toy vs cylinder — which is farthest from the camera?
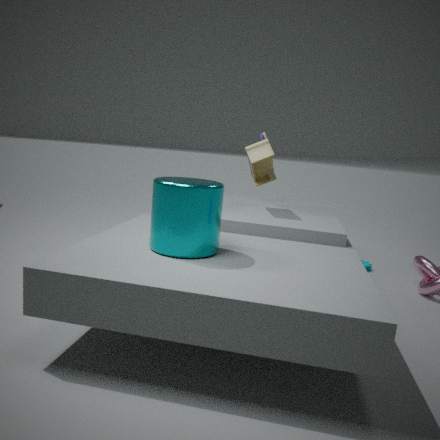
toy
